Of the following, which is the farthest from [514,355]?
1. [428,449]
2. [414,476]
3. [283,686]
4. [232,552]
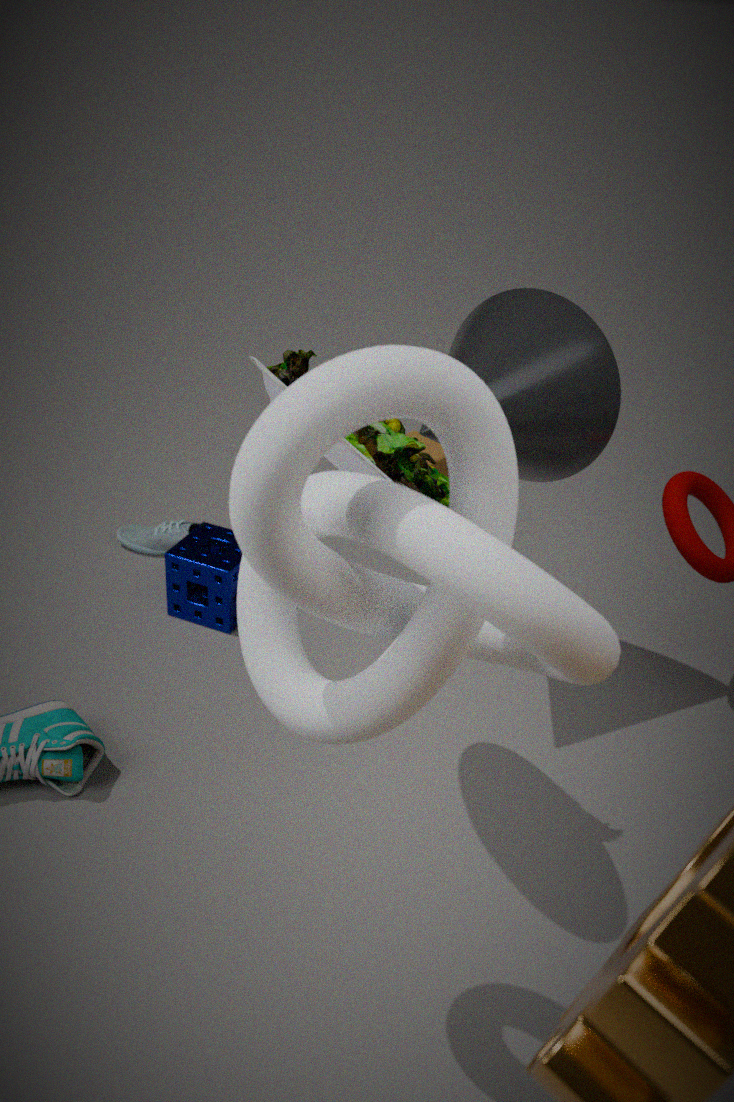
[283,686]
